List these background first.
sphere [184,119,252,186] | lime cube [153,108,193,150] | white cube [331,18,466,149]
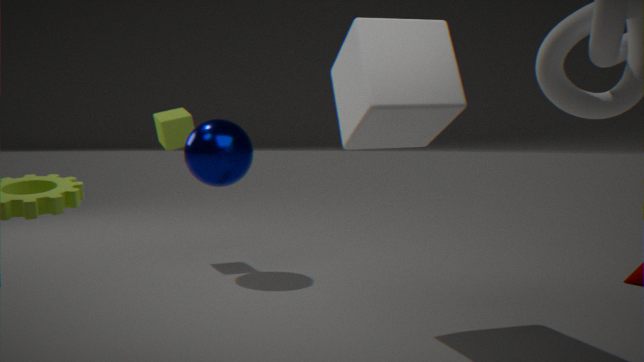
1. lime cube [153,108,193,150]
2. sphere [184,119,252,186]
3. white cube [331,18,466,149]
